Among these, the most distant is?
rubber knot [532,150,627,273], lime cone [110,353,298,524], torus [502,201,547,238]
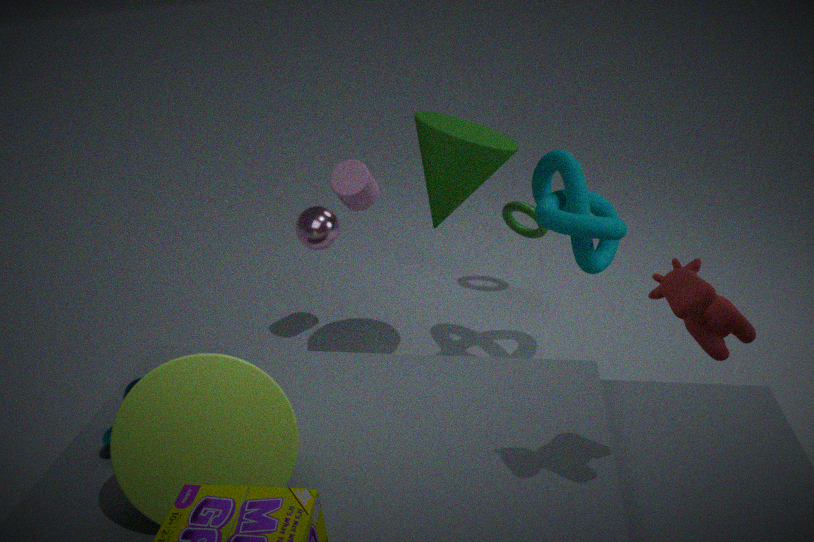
torus [502,201,547,238]
